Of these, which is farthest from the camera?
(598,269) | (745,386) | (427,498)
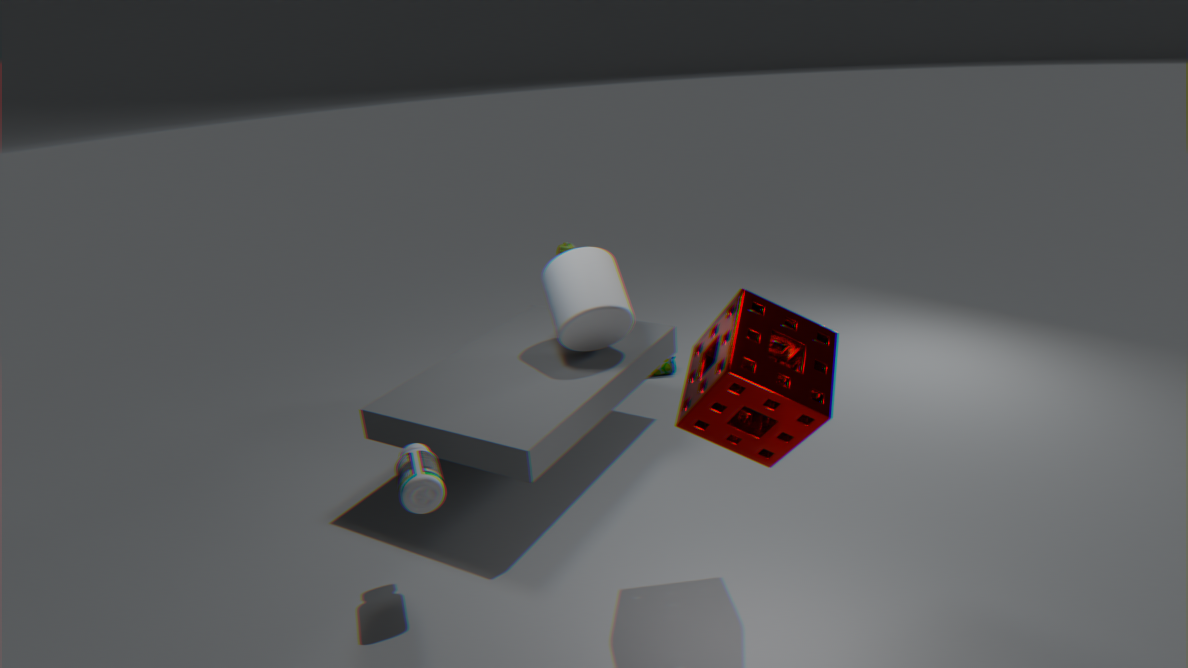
(598,269)
